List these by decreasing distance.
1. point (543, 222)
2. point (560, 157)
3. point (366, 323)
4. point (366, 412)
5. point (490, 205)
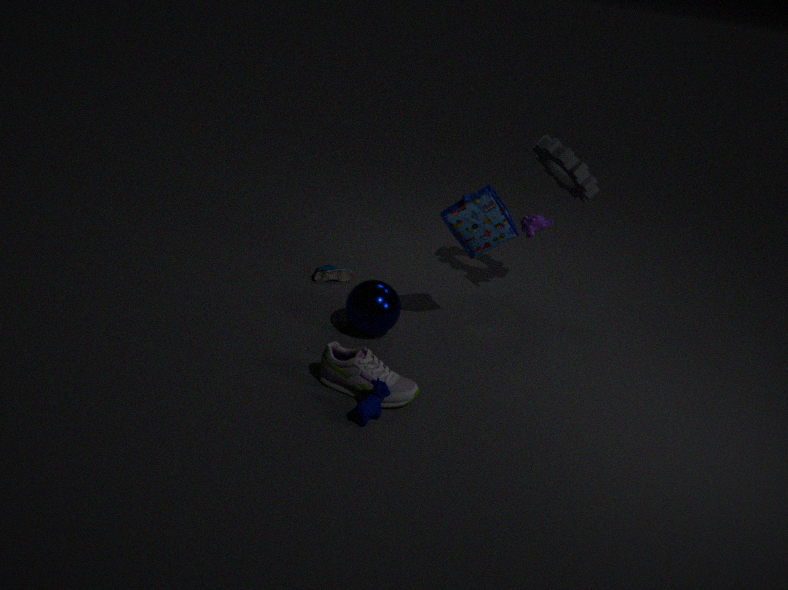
point (543, 222)
point (560, 157)
point (366, 323)
point (490, 205)
point (366, 412)
